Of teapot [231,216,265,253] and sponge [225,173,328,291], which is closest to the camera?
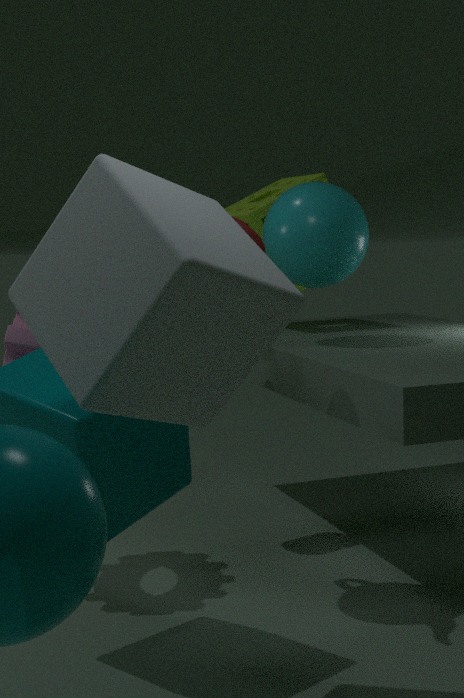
teapot [231,216,265,253]
